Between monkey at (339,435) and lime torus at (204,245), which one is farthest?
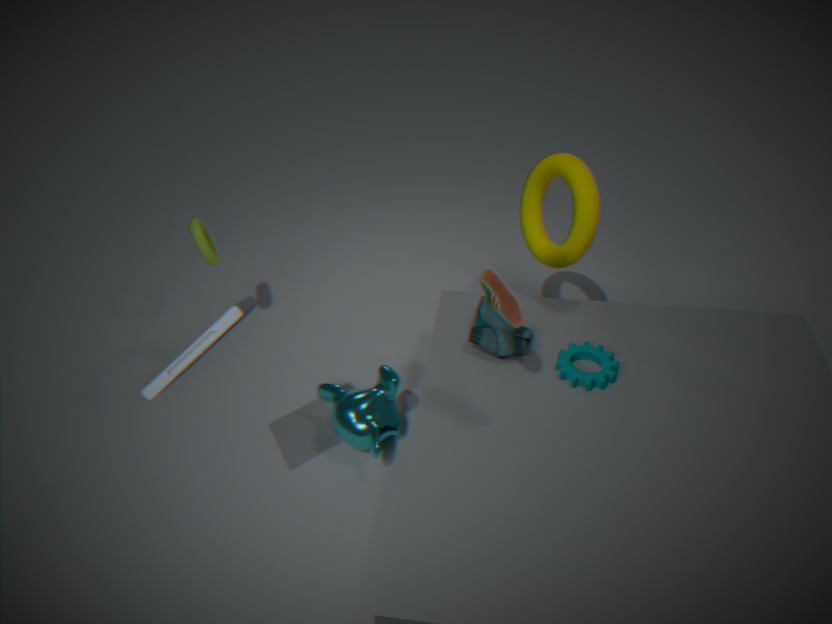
lime torus at (204,245)
